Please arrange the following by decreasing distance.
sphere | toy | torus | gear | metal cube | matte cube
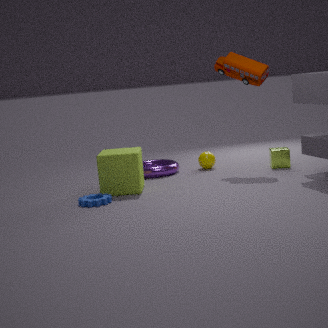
1. sphere
2. torus
3. metal cube
4. toy
5. matte cube
6. gear
